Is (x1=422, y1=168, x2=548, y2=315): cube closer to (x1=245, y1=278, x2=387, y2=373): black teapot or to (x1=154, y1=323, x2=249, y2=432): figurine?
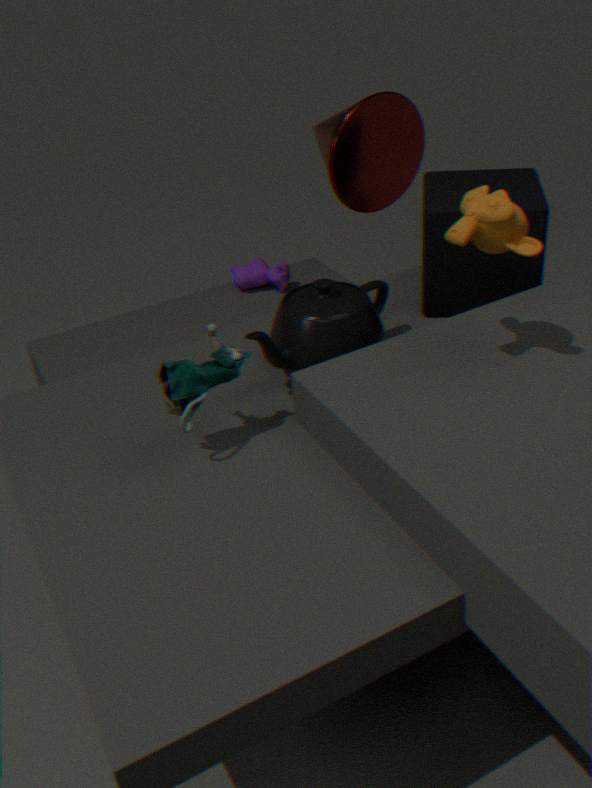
(x1=245, y1=278, x2=387, y2=373): black teapot
